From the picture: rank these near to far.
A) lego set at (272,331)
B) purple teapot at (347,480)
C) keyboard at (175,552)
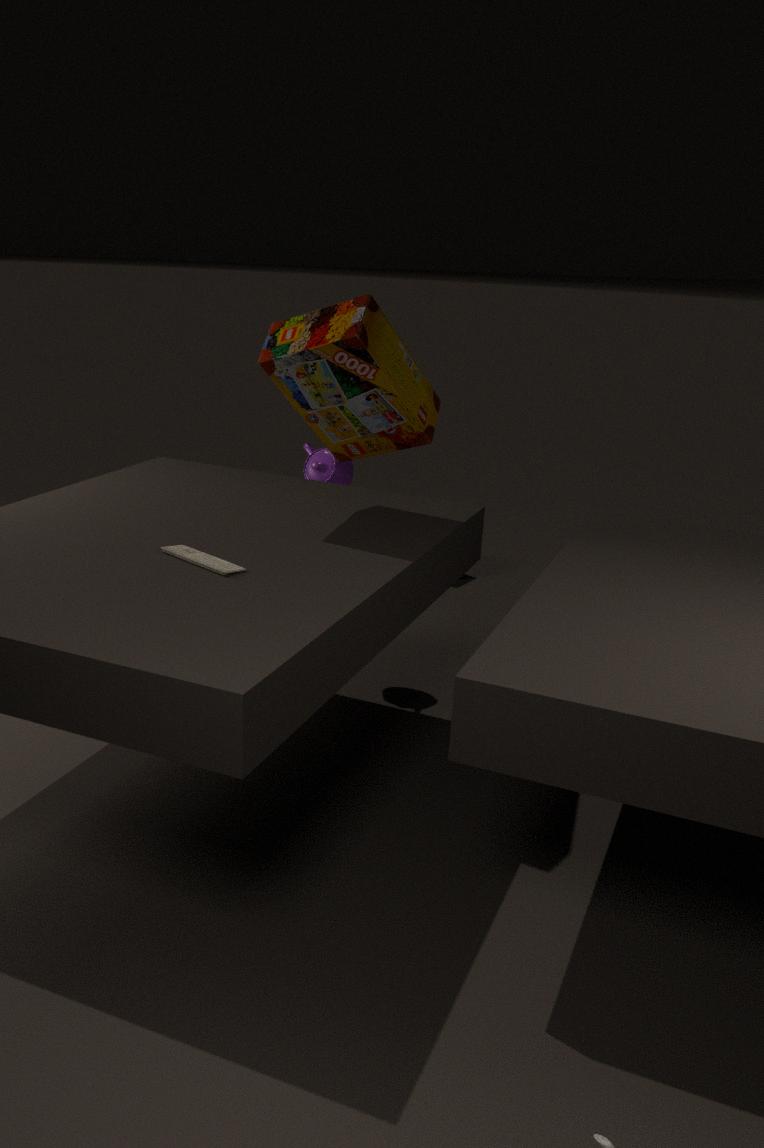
1. keyboard at (175,552)
2. lego set at (272,331)
3. purple teapot at (347,480)
